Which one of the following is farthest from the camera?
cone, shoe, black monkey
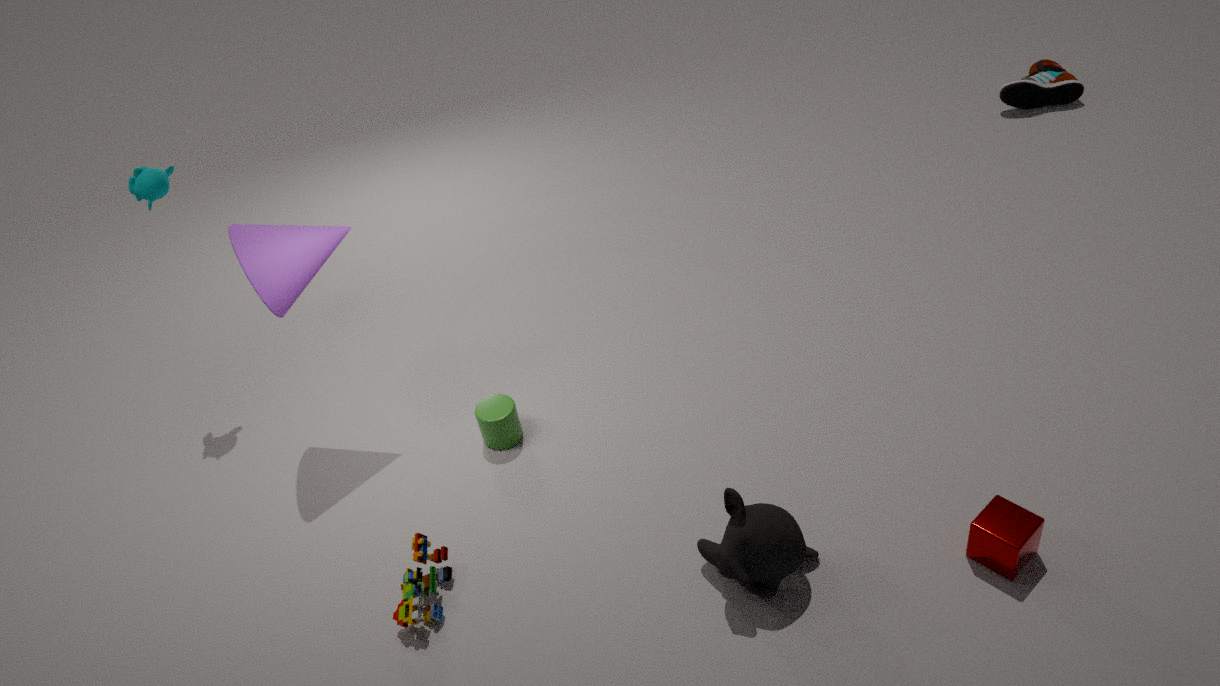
shoe
